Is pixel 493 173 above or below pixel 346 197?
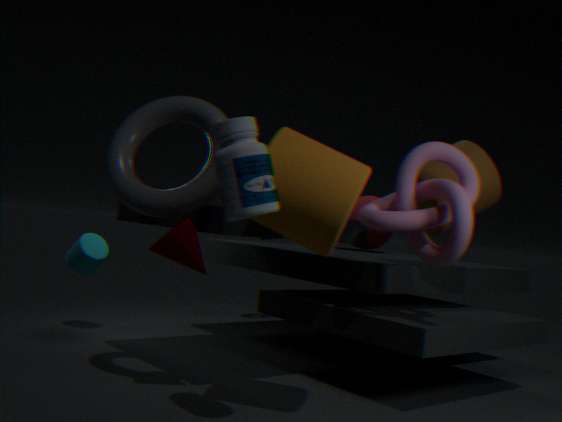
above
